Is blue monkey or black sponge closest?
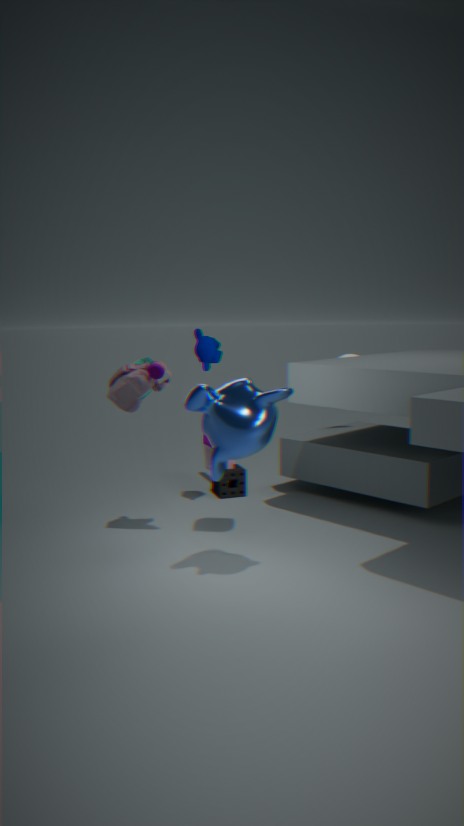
blue monkey
